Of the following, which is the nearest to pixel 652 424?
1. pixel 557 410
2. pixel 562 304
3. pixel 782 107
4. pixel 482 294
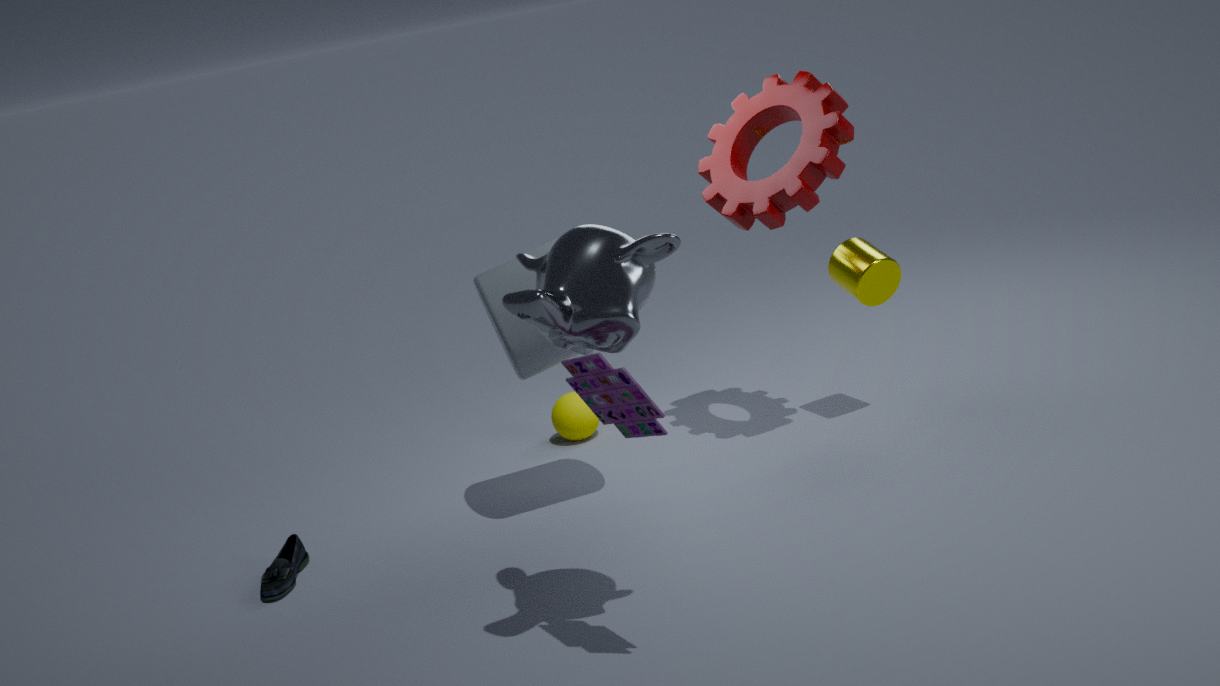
pixel 562 304
